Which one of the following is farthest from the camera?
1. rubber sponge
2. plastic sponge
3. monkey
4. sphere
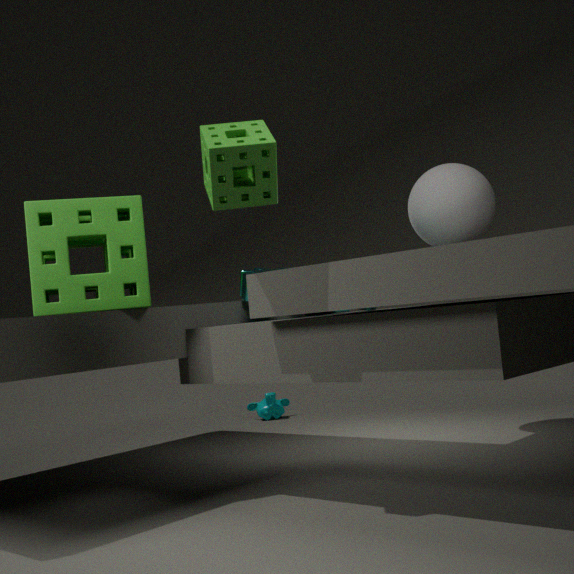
monkey
